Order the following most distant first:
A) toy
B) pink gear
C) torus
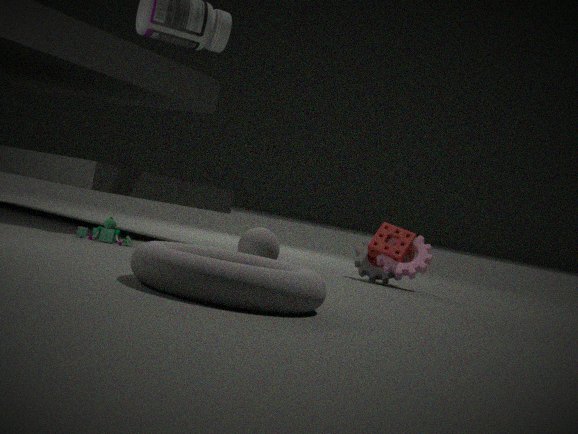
pink gear → toy → torus
